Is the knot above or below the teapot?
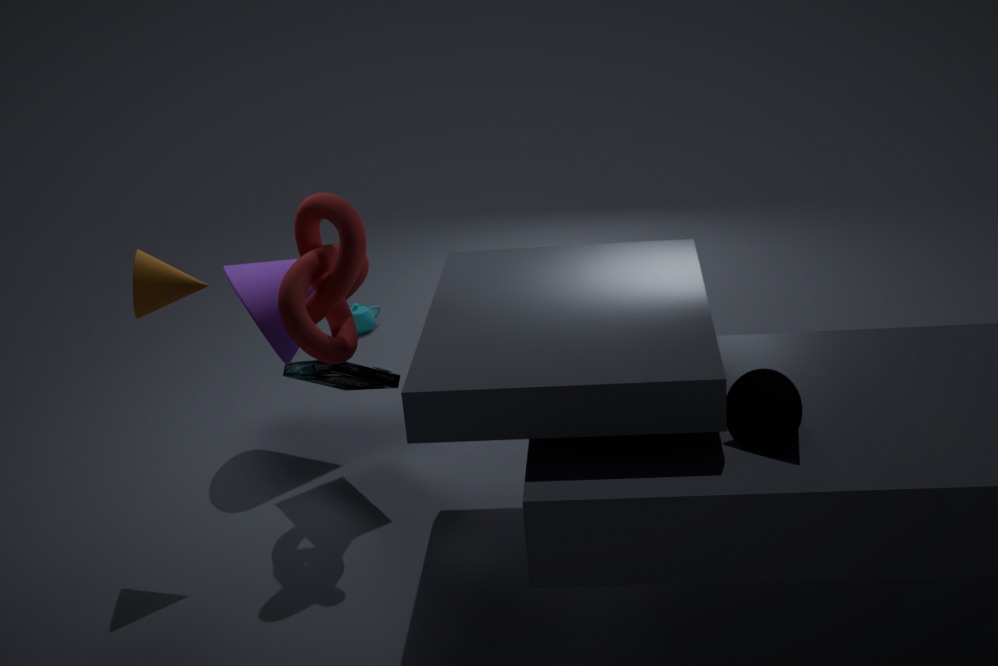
above
